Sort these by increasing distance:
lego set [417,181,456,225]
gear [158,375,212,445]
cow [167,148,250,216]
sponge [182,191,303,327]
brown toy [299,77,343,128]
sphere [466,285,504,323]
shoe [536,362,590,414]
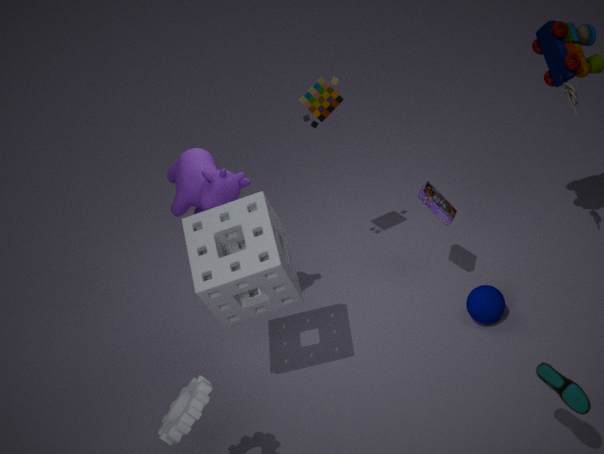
gear [158,375,212,445] → shoe [536,362,590,414] → sponge [182,191,303,327] → cow [167,148,250,216] → sphere [466,285,504,323] → brown toy [299,77,343,128] → lego set [417,181,456,225]
